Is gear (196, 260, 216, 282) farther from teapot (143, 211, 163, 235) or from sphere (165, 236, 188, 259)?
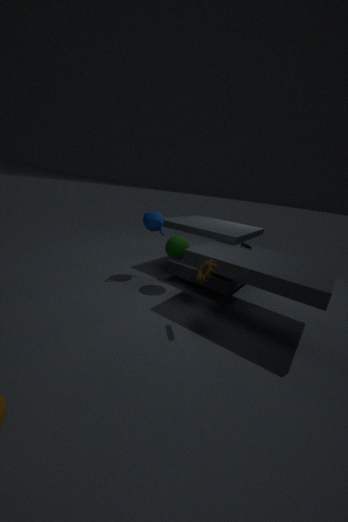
teapot (143, 211, 163, 235)
